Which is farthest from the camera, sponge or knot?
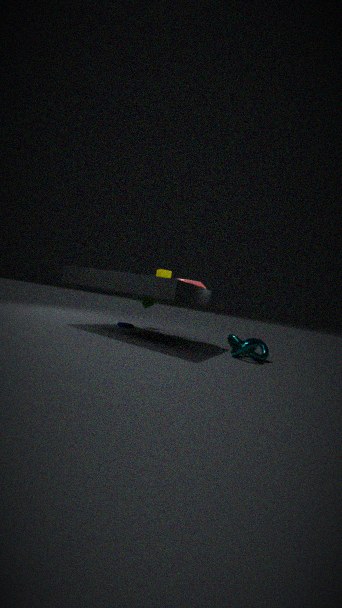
sponge
